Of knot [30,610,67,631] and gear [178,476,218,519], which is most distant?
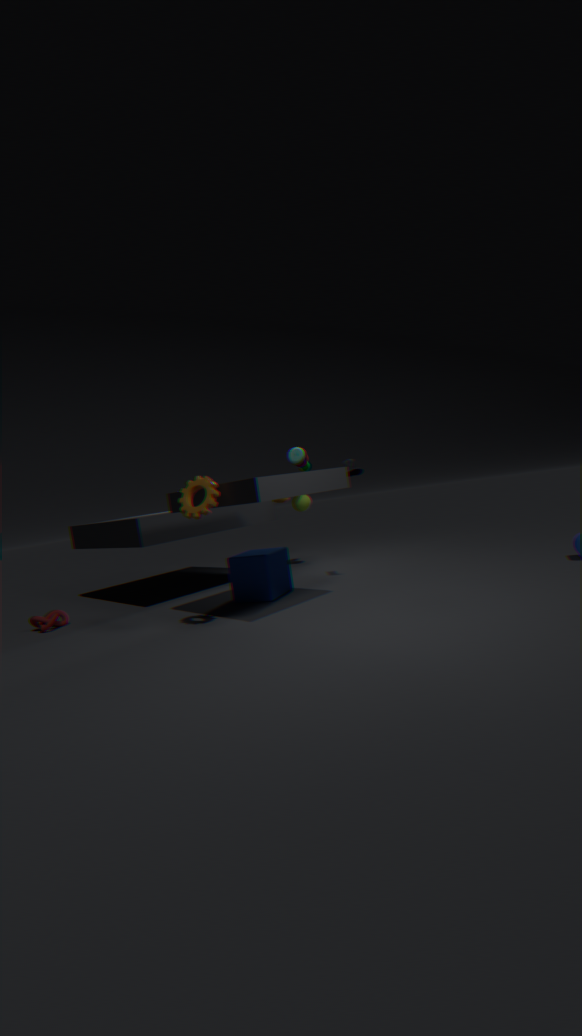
knot [30,610,67,631]
